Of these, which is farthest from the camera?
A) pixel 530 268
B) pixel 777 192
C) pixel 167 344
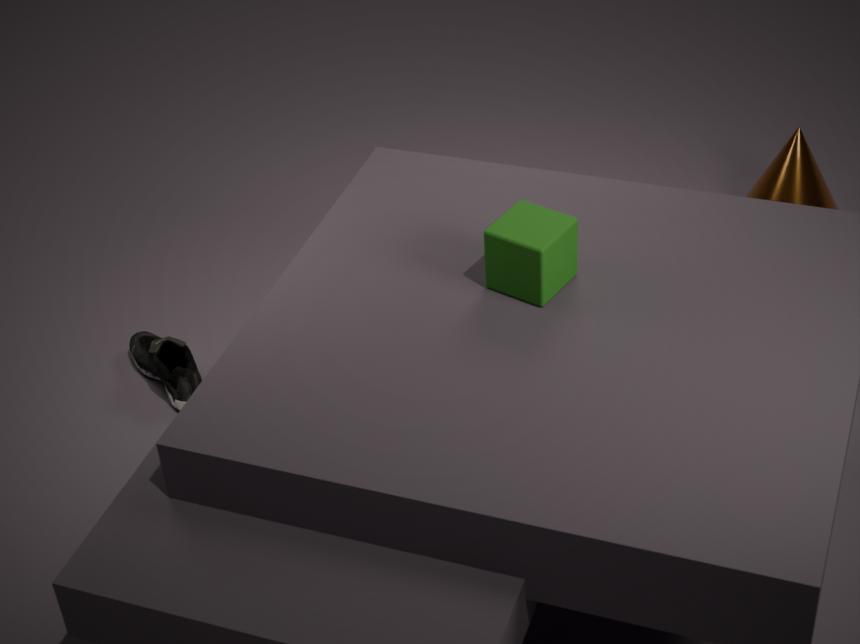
pixel 777 192
